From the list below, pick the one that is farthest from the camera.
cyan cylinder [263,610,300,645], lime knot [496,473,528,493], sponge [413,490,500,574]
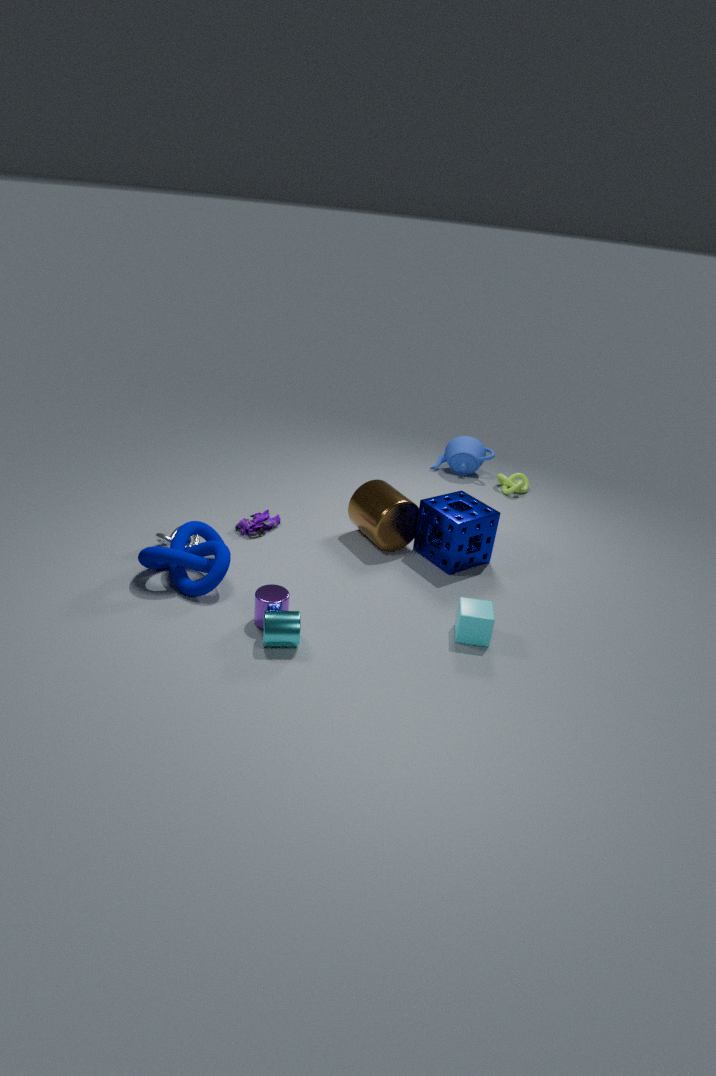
lime knot [496,473,528,493]
